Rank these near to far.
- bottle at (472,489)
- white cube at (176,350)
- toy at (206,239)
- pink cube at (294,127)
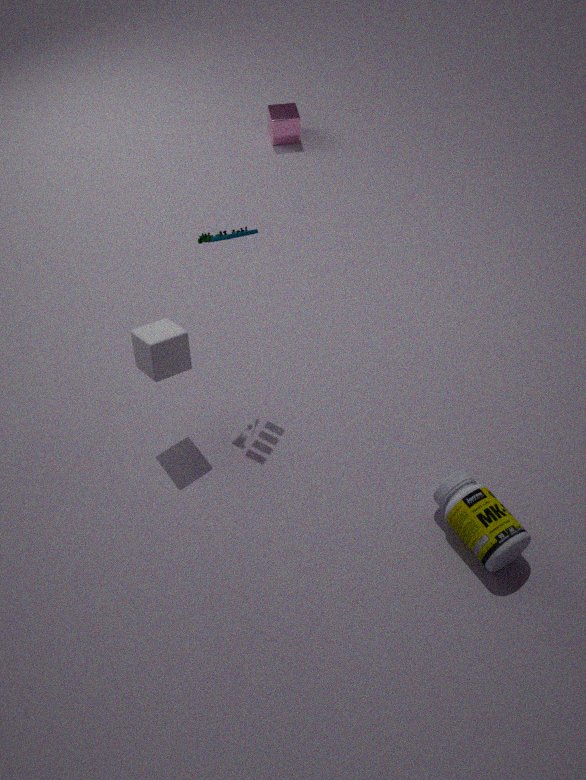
bottle at (472,489) → toy at (206,239) → white cube at (176,350) → pink cube at (294,127)
